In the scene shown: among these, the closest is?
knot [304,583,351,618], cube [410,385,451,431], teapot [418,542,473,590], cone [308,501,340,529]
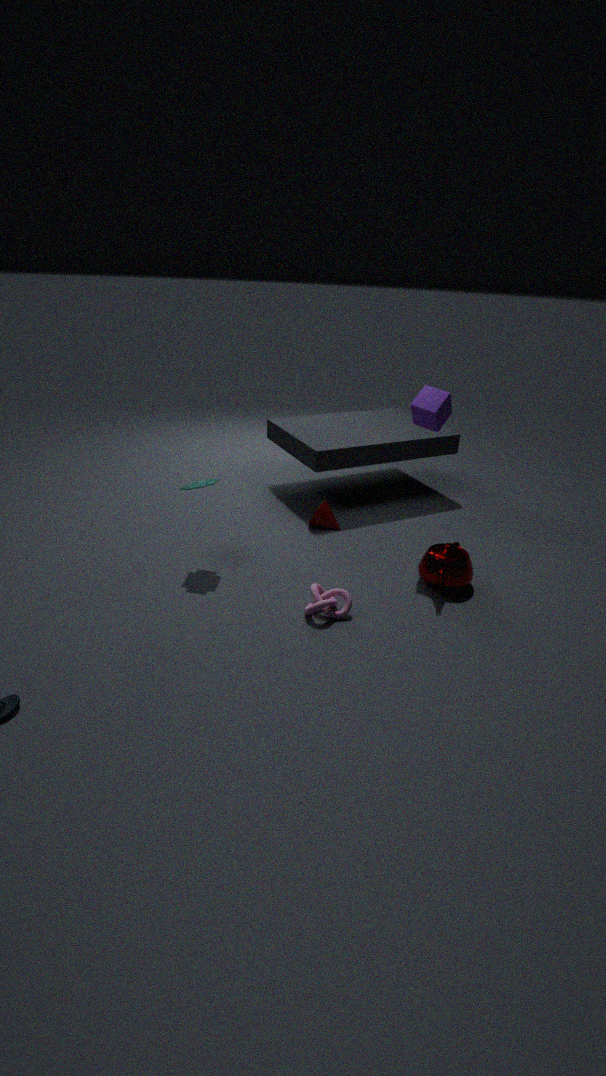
knot [304,583,351,618]
